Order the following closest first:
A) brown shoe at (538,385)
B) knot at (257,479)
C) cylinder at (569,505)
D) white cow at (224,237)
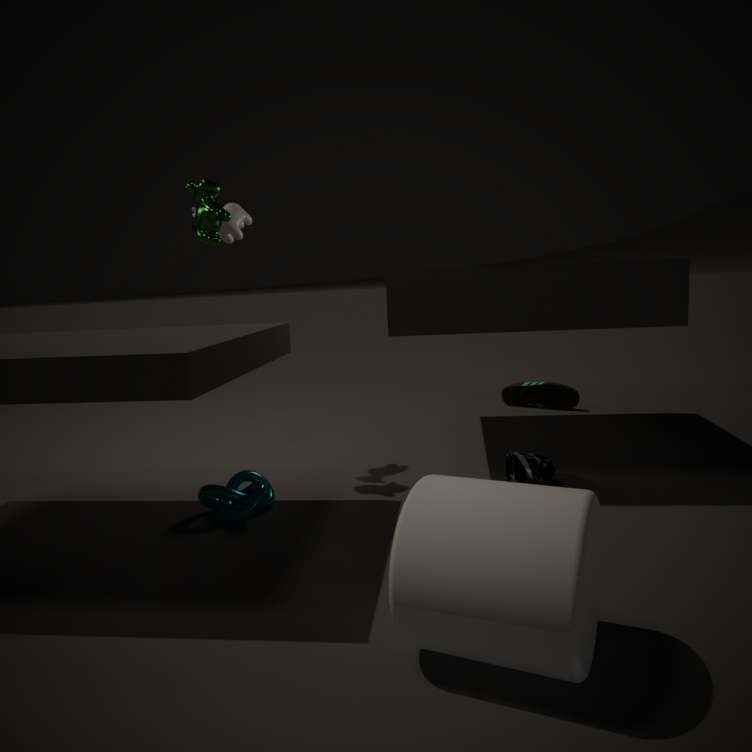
cylinder at (569,505) → knot at (257,479) → white cow at (224,237) → brown shoe at (538,385)
